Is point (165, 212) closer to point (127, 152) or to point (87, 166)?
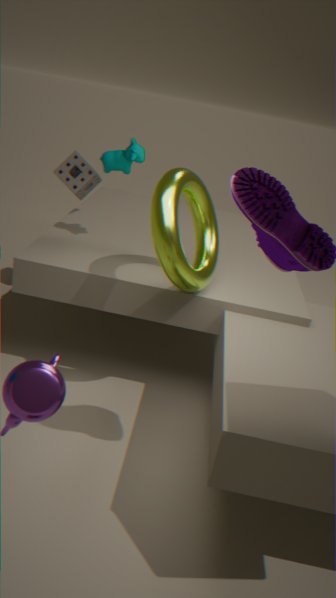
point (127, 152)
